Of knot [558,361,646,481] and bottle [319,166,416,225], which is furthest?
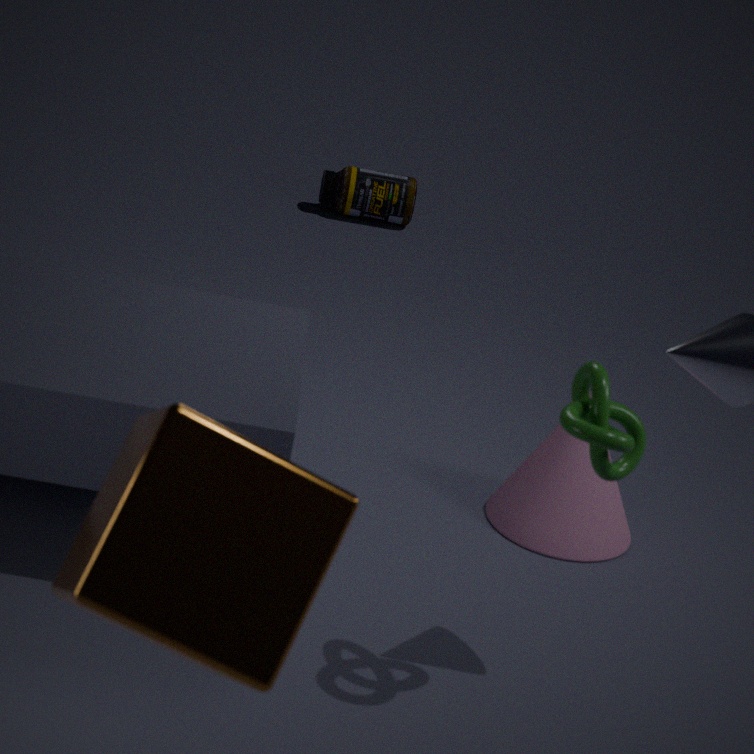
bottle [319,166,416,225]
